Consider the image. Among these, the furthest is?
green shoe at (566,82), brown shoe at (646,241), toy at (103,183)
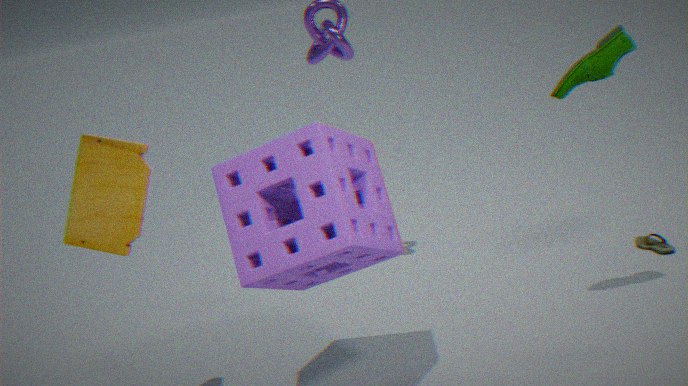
brown shoe at (646,241)
